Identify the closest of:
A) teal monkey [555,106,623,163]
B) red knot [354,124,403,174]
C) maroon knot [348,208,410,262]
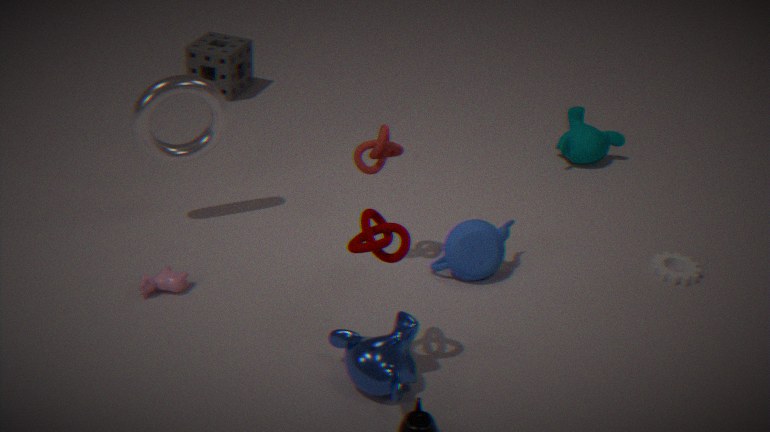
maroon knot [348,208,410,262]
